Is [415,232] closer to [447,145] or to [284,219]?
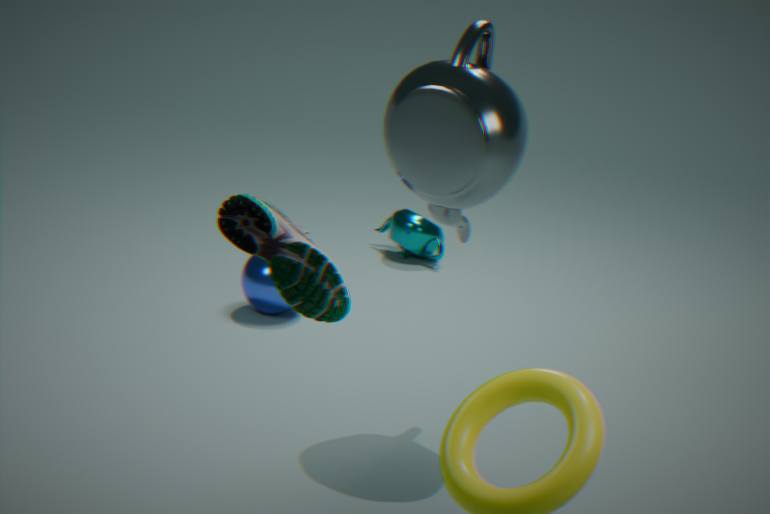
[447,145]
